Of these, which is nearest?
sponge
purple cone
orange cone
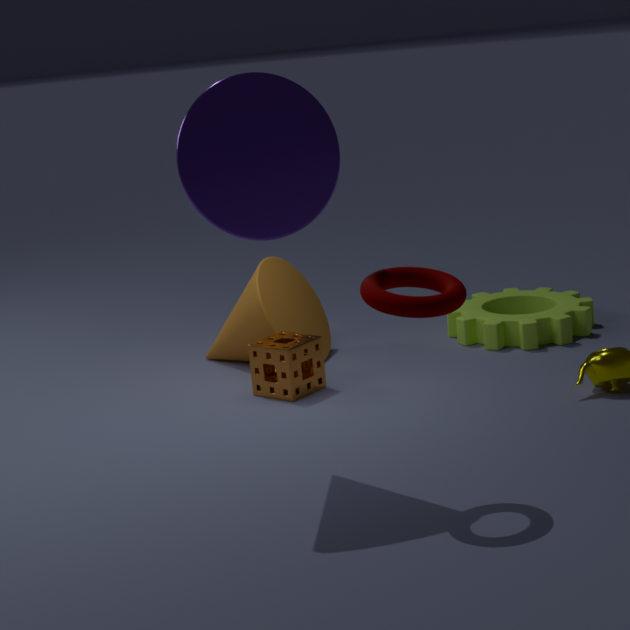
purple cone
